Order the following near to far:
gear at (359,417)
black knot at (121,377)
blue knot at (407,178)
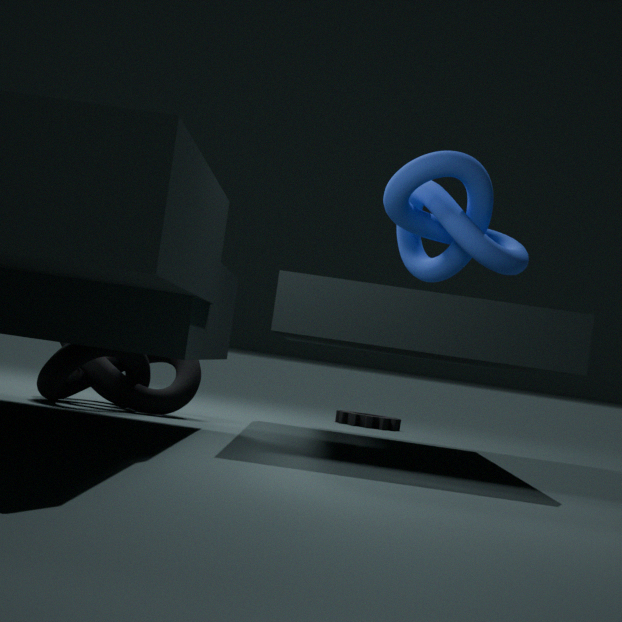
black knot at (121,377) → blue knot at (407,178) → gear at (359,417)
